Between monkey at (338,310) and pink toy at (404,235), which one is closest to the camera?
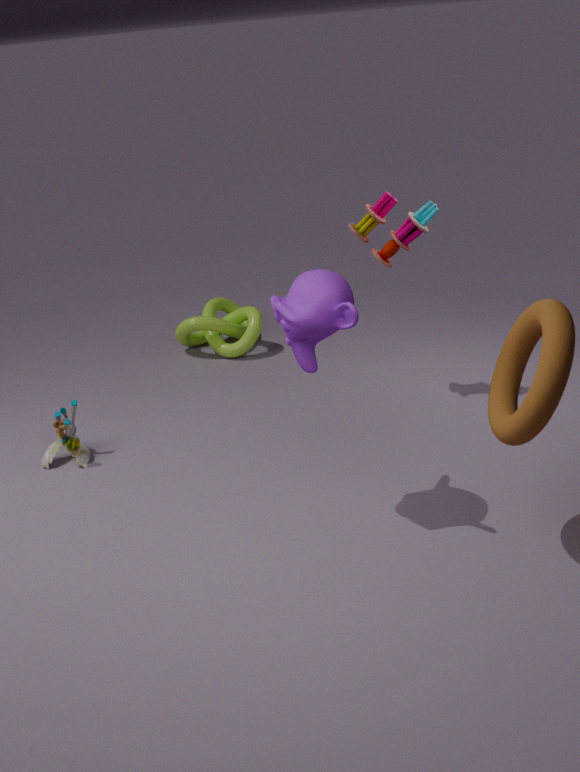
monkey at (338,310)
